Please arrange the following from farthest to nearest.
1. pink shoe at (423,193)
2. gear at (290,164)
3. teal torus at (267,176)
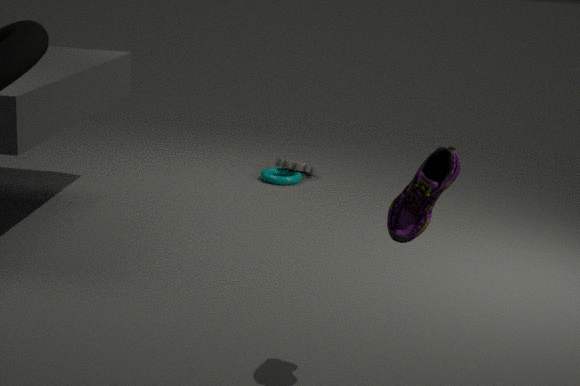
1. gear at (290,164)
2. teal torus at (267,176)
3. pink shoe at (423,193)
